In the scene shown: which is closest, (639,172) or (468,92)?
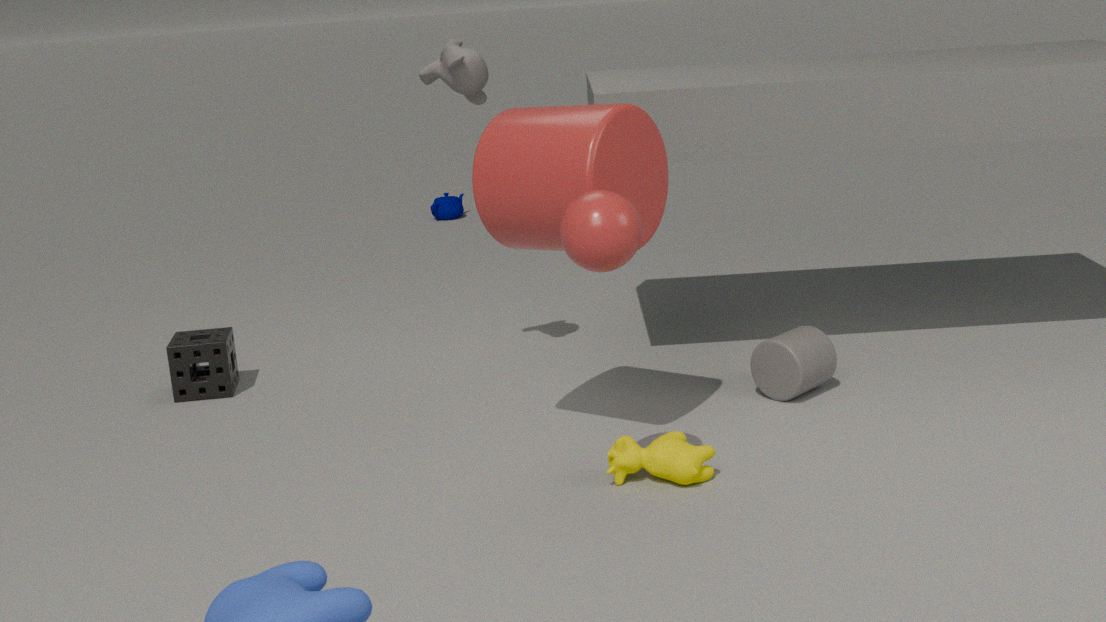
(639,172)
